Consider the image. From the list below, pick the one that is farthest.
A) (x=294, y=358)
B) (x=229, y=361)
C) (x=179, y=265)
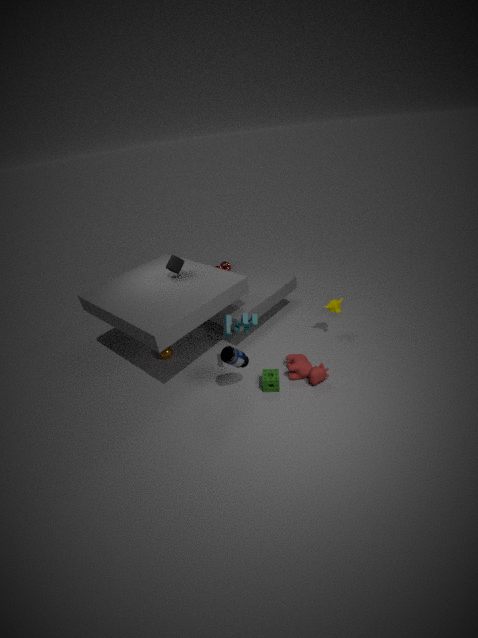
(x=179, y=265)
